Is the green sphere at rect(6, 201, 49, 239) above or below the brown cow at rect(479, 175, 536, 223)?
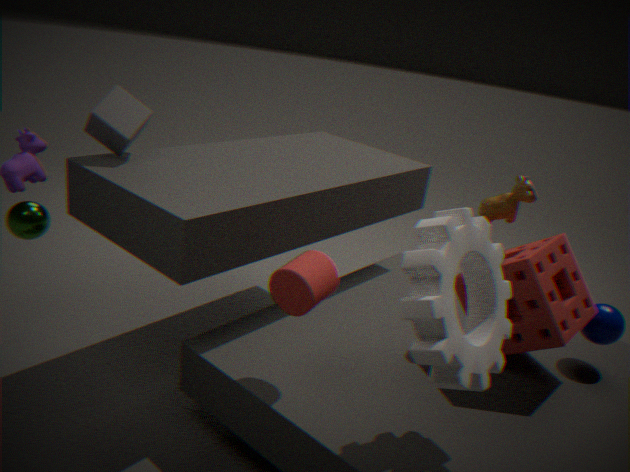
below
